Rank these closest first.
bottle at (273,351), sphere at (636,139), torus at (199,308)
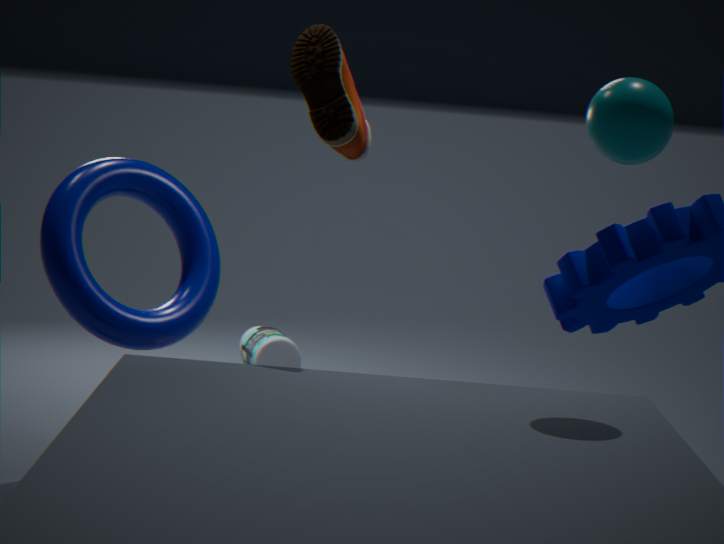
sphere at (636,139) → torus at (199,308) → bottle at (273,351)
